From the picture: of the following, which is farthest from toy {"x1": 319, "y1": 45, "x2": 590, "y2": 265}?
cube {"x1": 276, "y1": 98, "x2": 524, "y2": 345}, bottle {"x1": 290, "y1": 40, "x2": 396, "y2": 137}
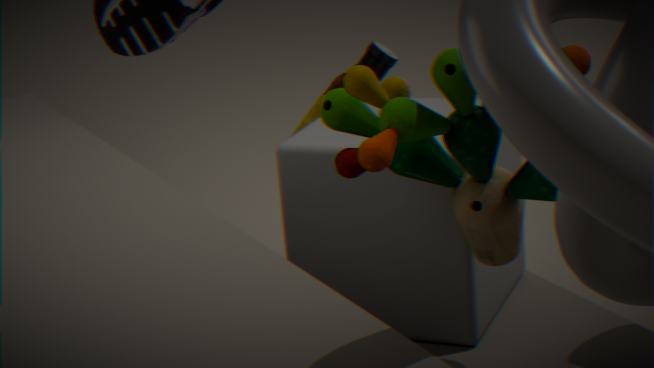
bottle {"x1": 290, "y1": 40, "x2": 396, "y2": 137}
